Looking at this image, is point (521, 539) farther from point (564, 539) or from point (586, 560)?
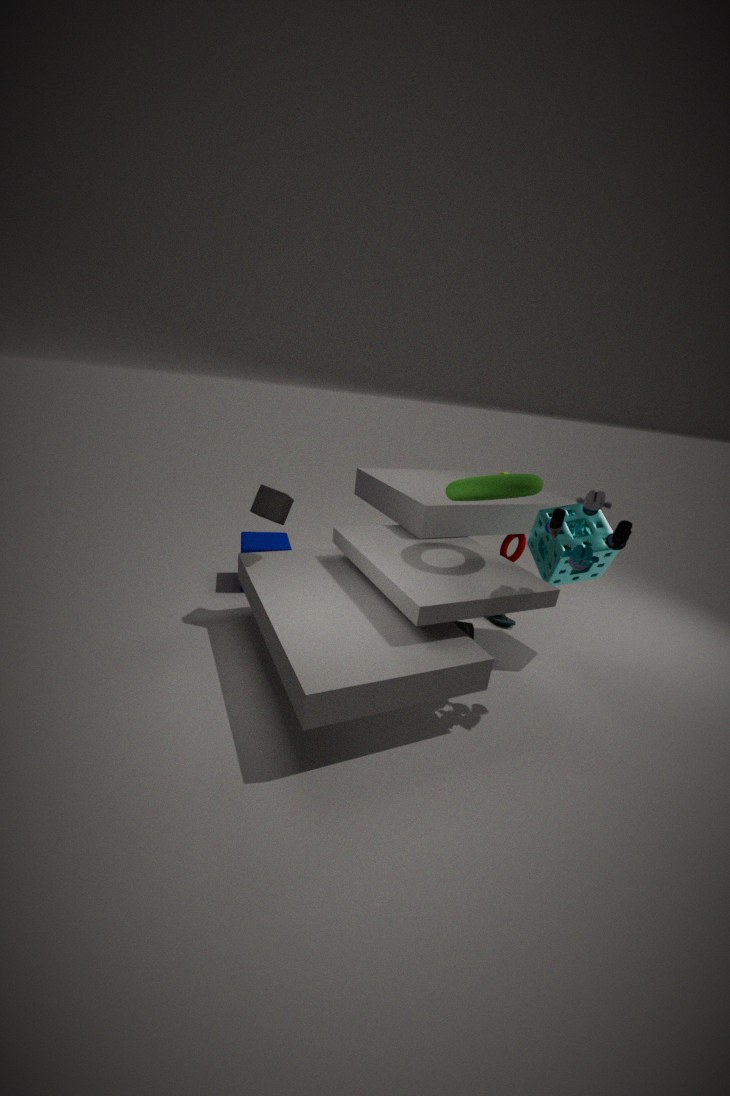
point (586, 560)
